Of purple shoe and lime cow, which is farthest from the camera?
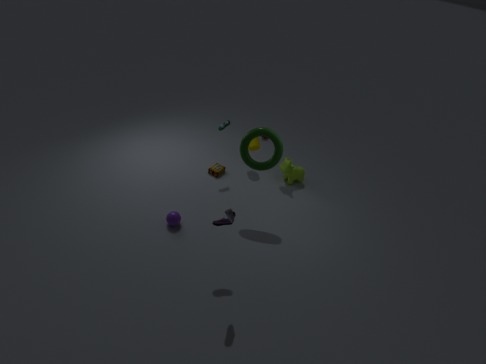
lime cow
